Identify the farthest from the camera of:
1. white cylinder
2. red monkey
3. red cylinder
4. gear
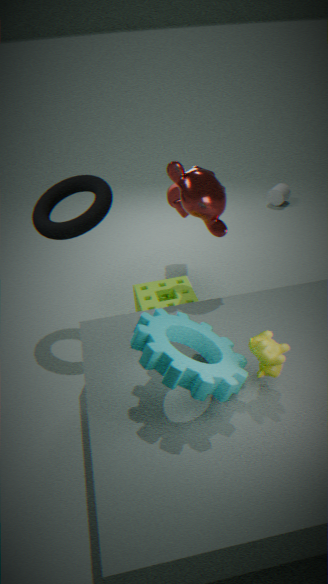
white cylinder
